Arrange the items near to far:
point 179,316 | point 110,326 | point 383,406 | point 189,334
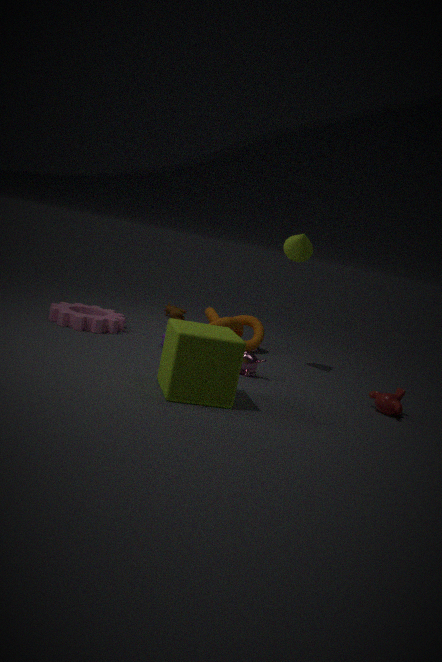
point 189,334
point 383,406
point 110,326
point 179,316
